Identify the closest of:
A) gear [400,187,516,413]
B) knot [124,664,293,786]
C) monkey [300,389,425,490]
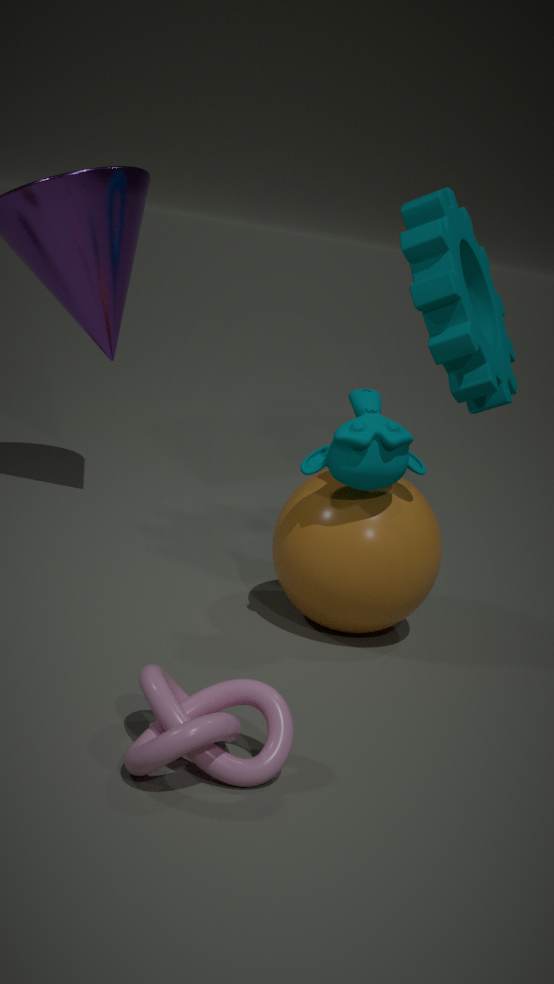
knot [124,664,293,786]
